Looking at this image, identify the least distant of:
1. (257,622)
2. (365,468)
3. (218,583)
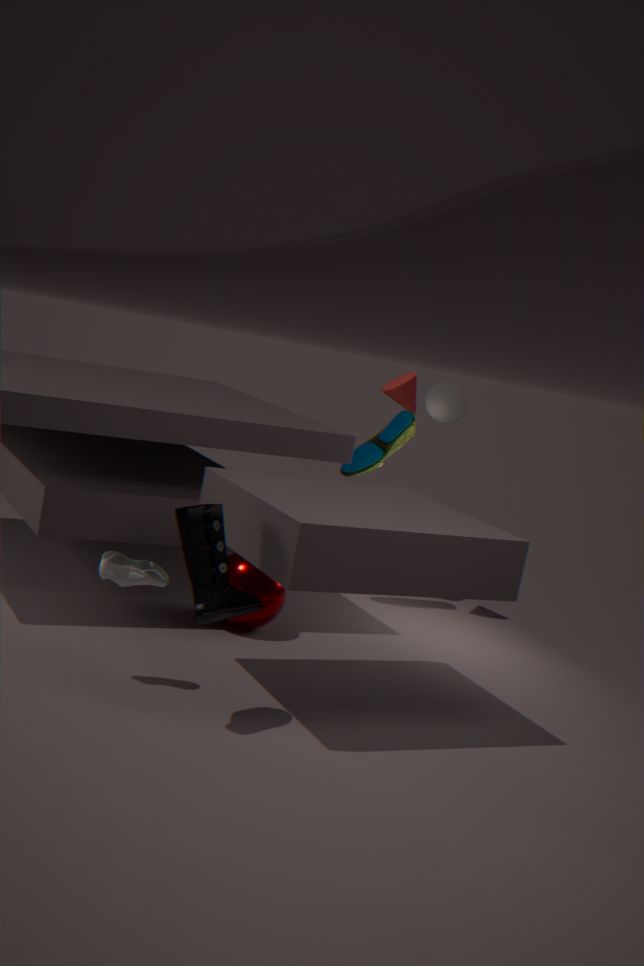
(218,583)
